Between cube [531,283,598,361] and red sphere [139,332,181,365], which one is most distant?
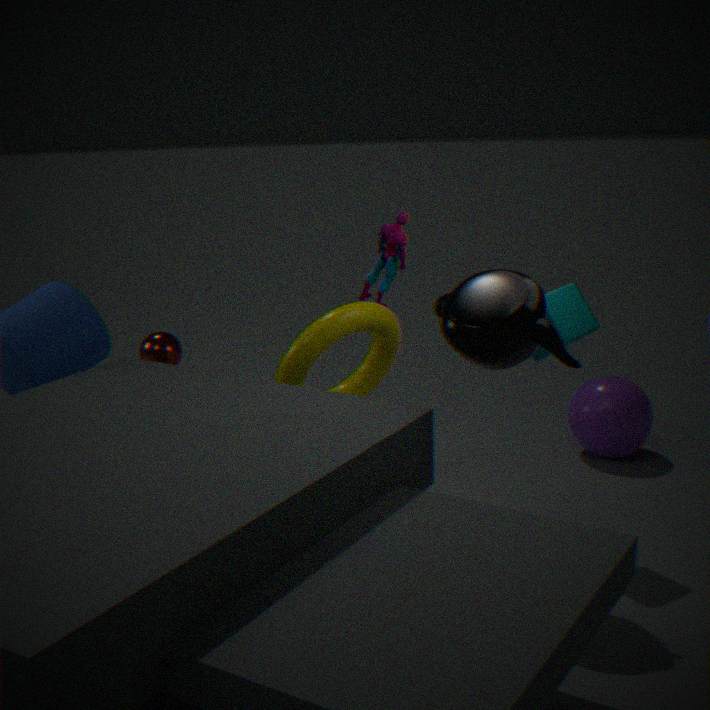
red sphere [139,332,181,365]
